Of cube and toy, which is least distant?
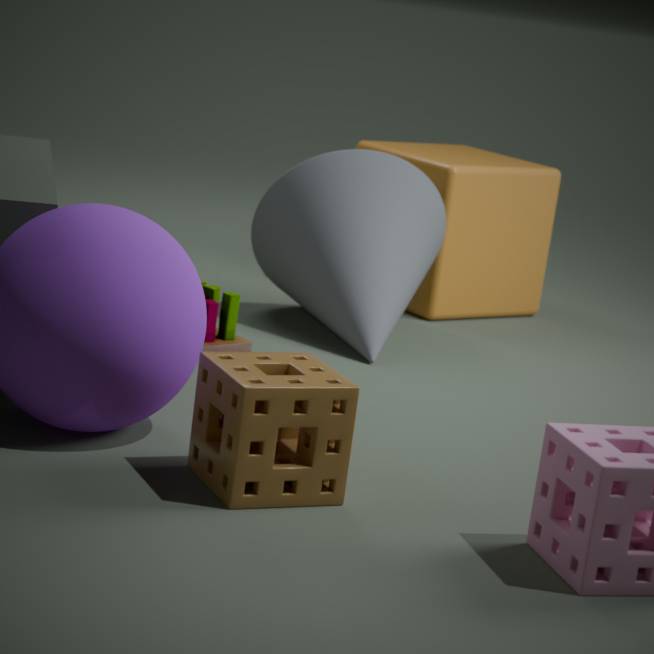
toy
